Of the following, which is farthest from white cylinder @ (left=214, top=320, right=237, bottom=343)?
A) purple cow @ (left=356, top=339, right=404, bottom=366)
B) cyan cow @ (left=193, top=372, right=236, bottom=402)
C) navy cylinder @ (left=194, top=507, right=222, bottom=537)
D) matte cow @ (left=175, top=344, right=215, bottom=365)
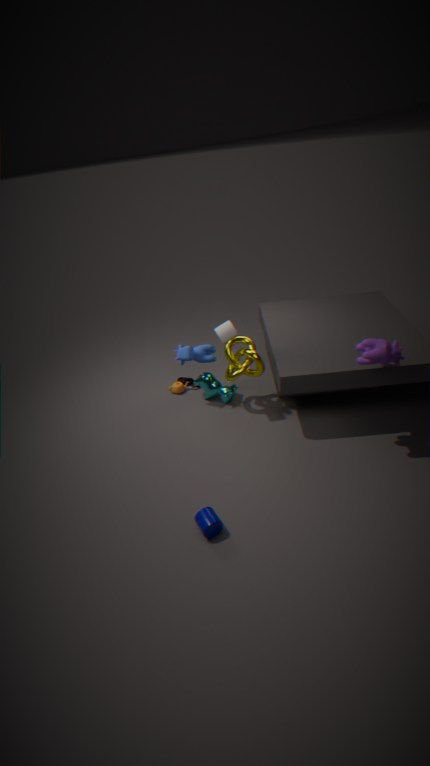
navy cylinder @ (left=194, top=507, right=222, bottom=537)
